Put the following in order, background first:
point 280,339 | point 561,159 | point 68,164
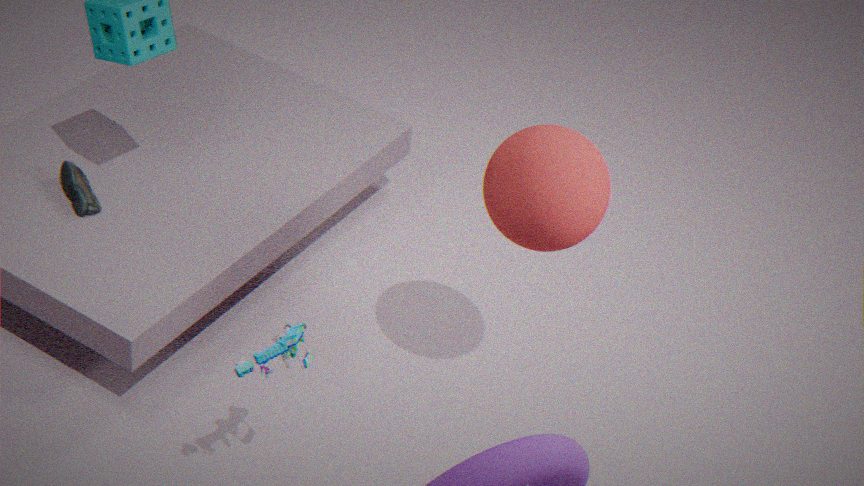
1. point 68,164
2. point 561,159
3. point 280,339
